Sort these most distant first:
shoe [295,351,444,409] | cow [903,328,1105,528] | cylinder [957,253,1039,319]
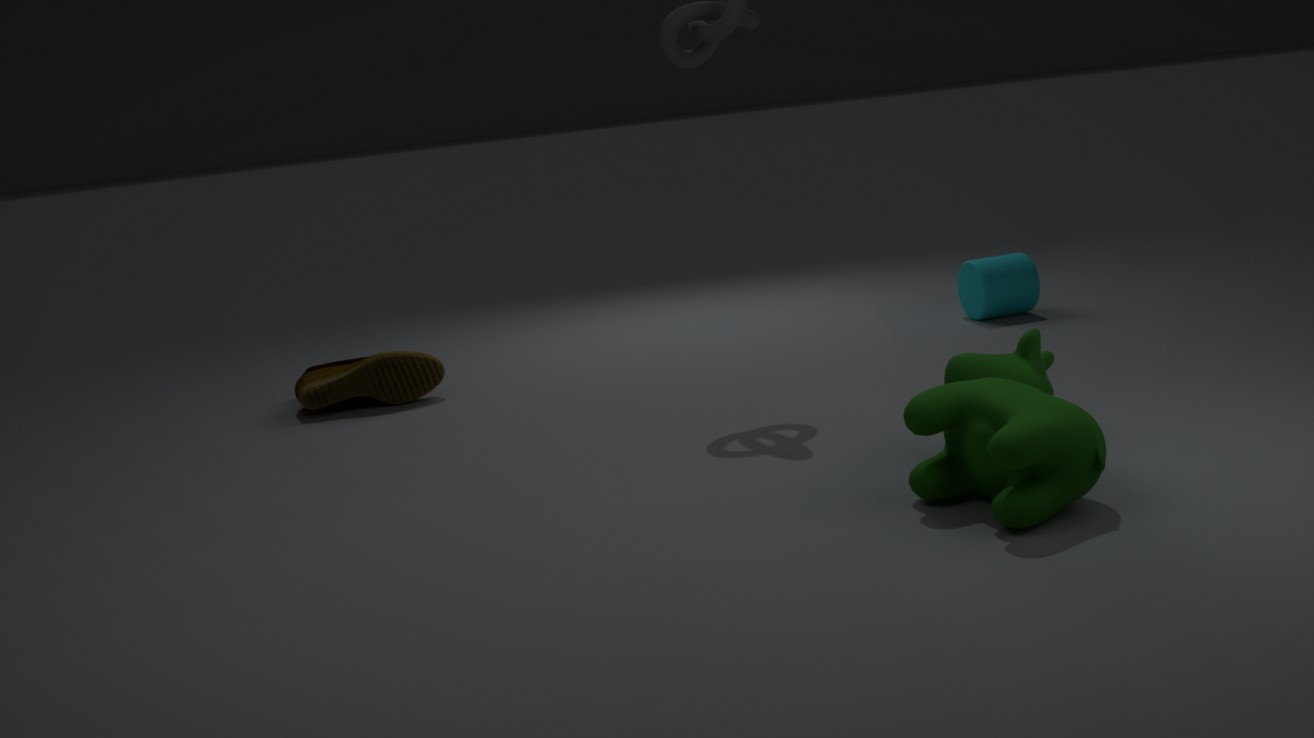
cylinder [957,253,1039,319], shoe [295,351,444,409], cow [903,328,1105,528]
